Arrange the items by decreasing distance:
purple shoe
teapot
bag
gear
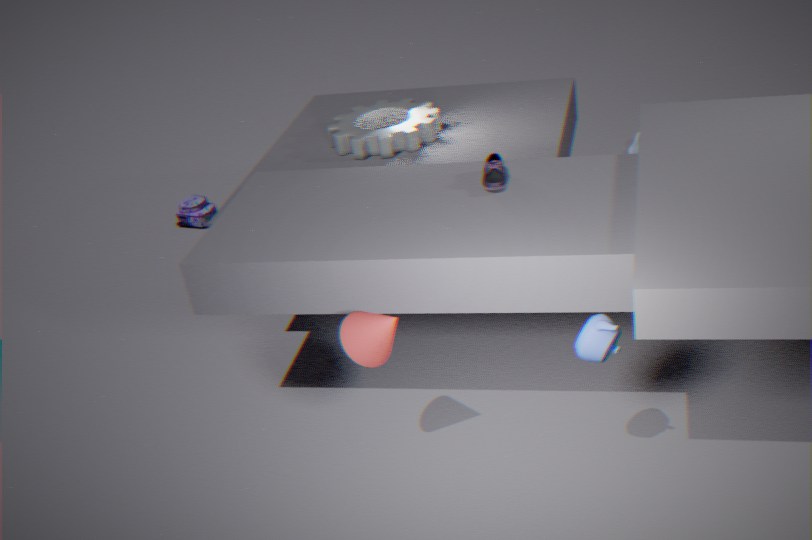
1. bag
2. gear
3. purple shoe
4. teapot
